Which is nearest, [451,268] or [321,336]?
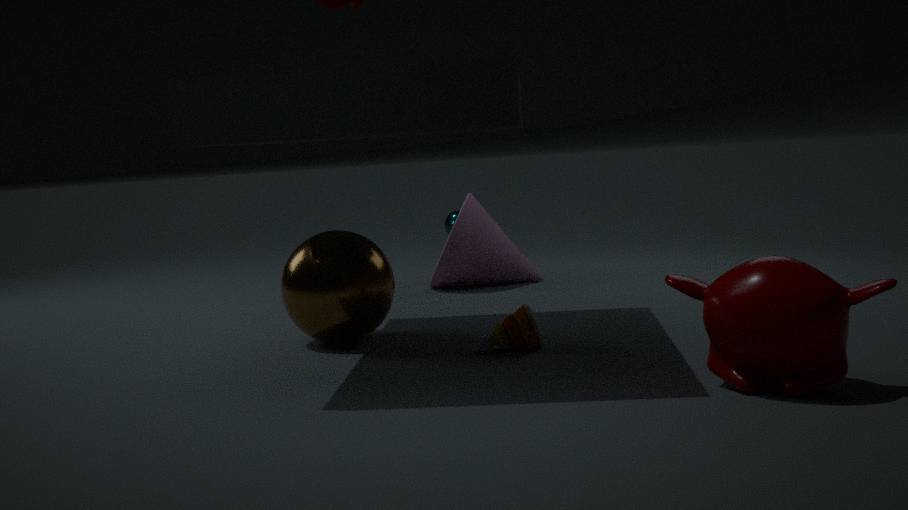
[321,336]
